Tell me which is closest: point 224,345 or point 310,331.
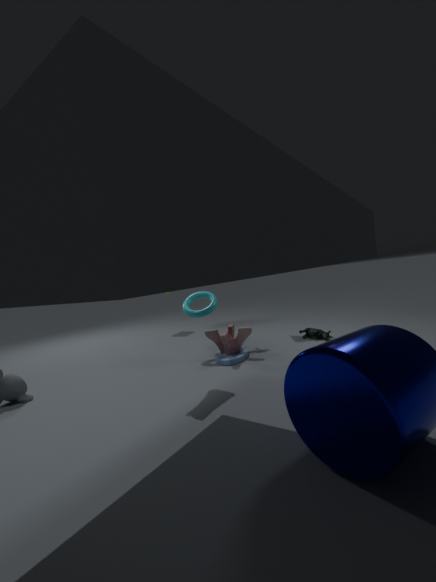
point 224,345
